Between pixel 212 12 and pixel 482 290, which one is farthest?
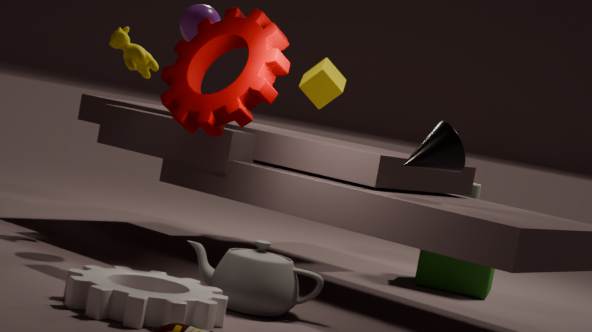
pixel 482 290
